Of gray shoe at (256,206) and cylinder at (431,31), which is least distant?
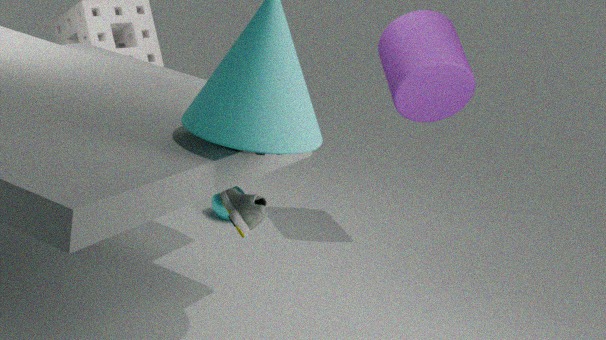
gray shoe at (256,206)
